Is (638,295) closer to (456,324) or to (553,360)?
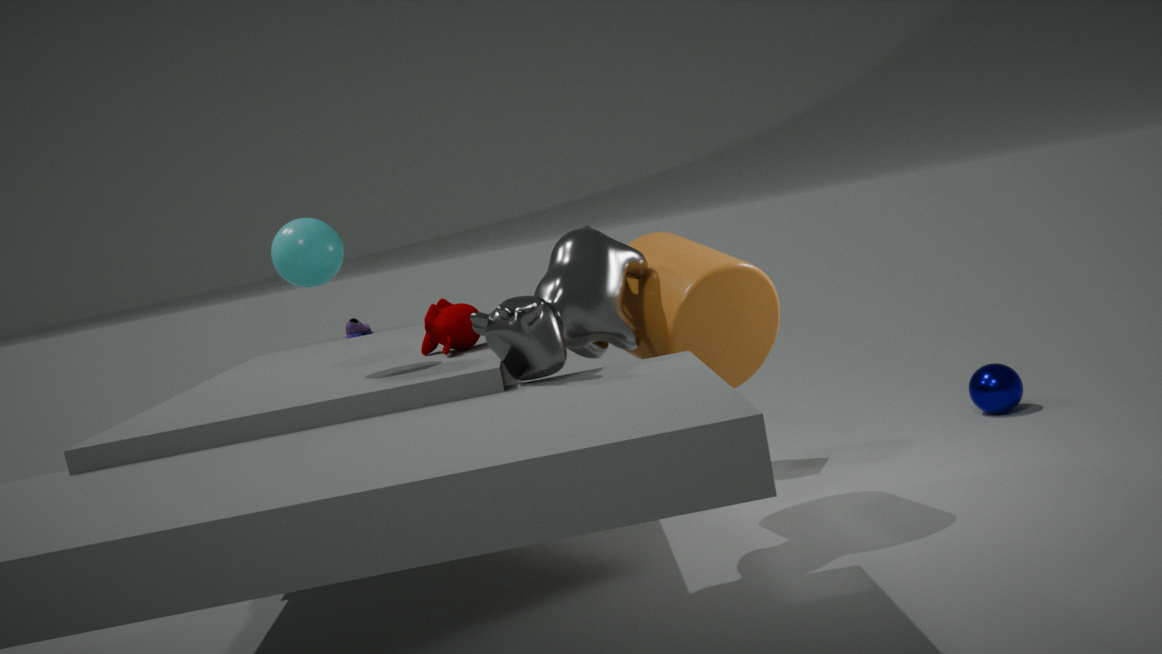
(553,360)
